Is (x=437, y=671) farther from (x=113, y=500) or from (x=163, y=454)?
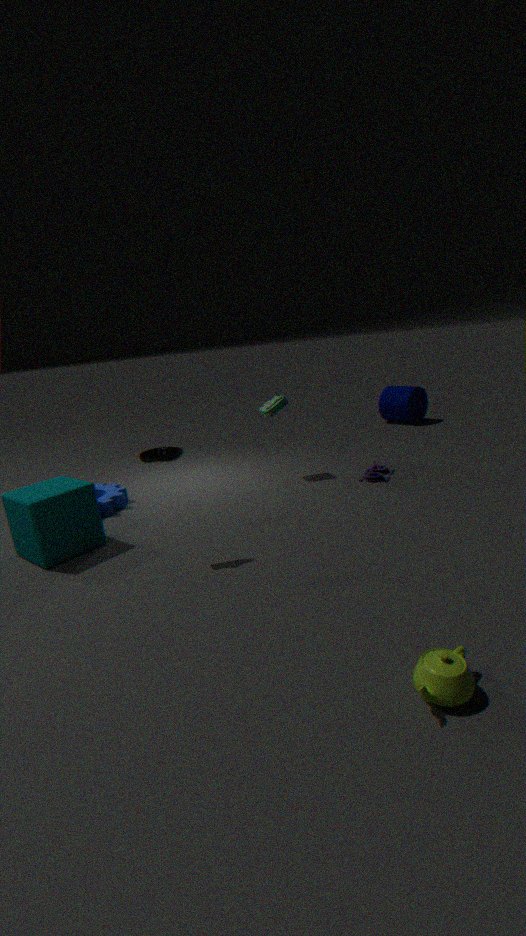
(x=113, y=500)
